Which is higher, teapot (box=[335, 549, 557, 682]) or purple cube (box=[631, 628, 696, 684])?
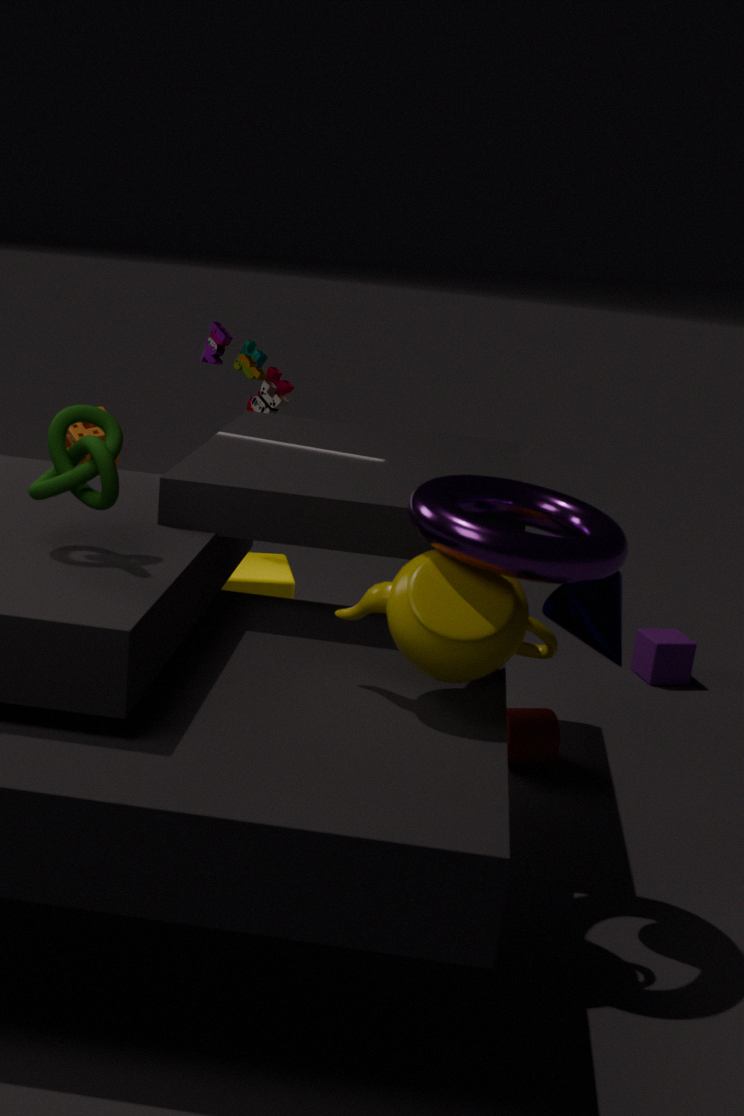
teapot (box=[335, 549, 557, 682])
